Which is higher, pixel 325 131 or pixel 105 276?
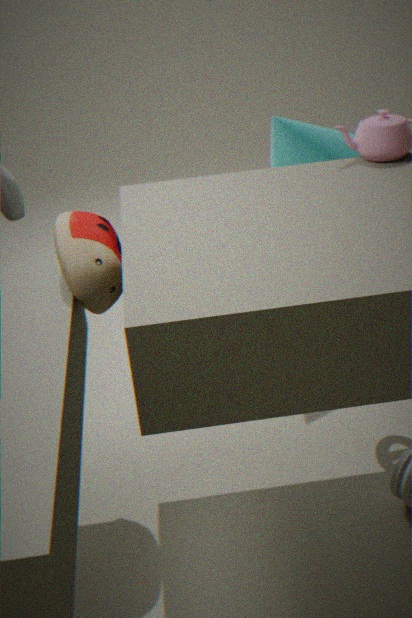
pixel 105 276
